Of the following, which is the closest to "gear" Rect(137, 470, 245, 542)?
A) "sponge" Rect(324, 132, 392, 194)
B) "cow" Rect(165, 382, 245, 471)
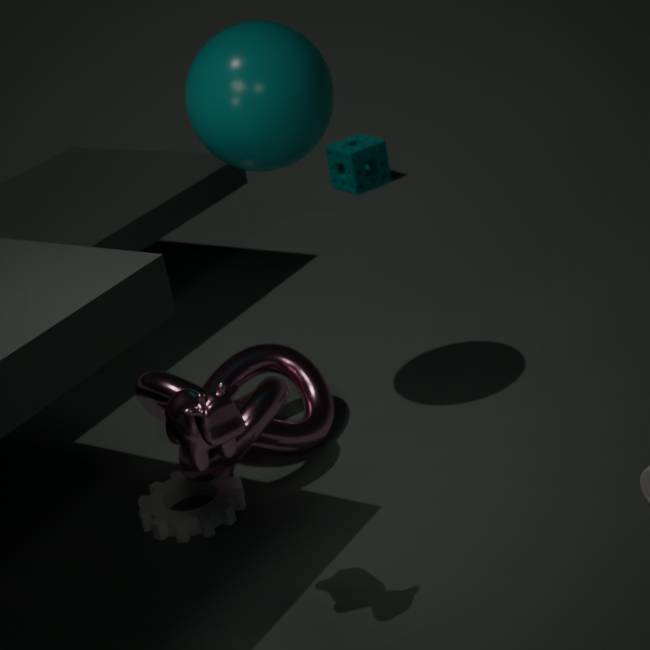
"cow" Rect(165, 382, 245, 471)
